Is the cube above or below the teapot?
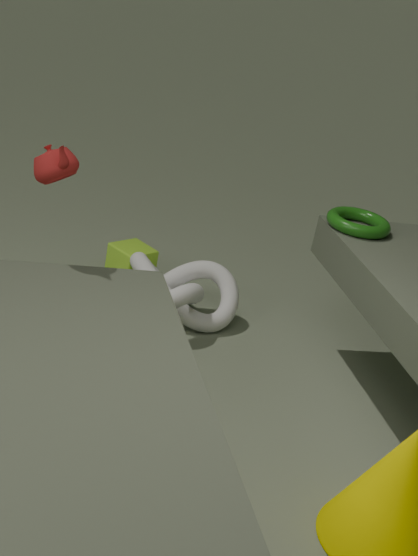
below
